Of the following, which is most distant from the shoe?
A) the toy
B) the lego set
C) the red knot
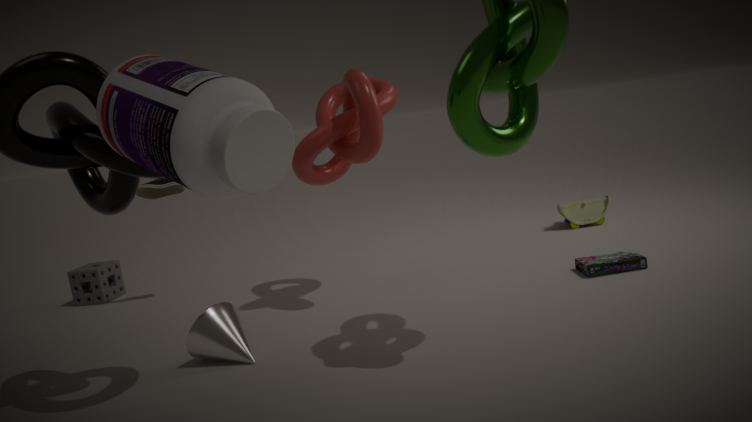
the toy
